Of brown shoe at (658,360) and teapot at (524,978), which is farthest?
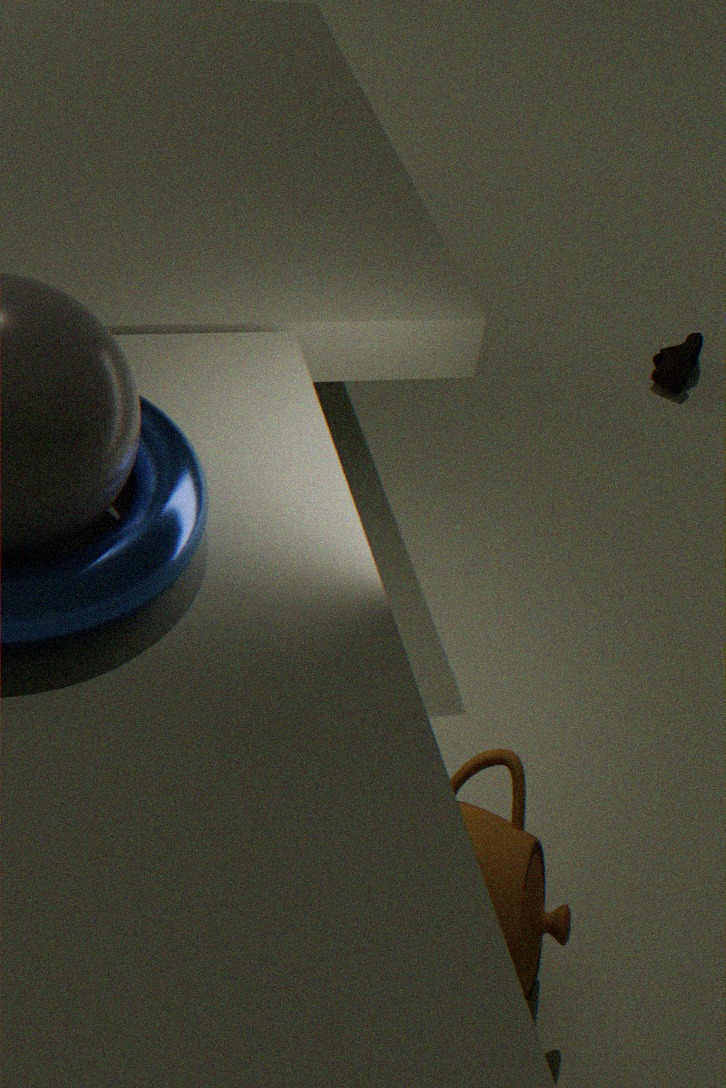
brown shoe at (658,360)
